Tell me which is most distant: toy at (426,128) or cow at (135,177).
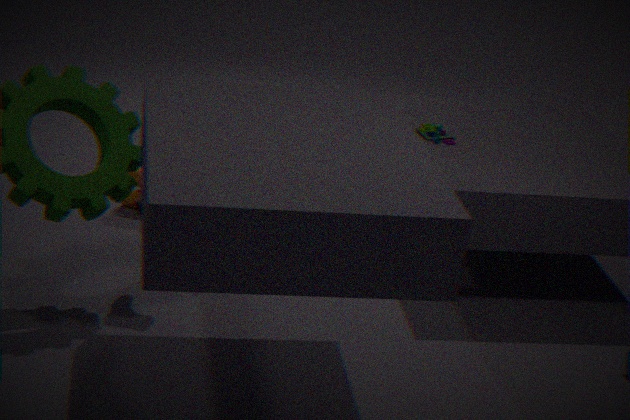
cow at (135,177)
